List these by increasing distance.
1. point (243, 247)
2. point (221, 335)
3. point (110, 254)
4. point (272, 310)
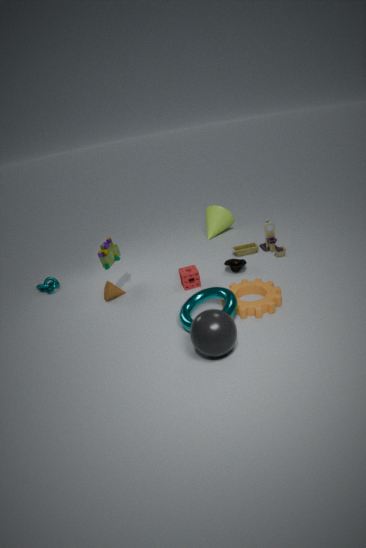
point (221, 335) → point (272, 310) → point (110, 254) → point (243, 247)
